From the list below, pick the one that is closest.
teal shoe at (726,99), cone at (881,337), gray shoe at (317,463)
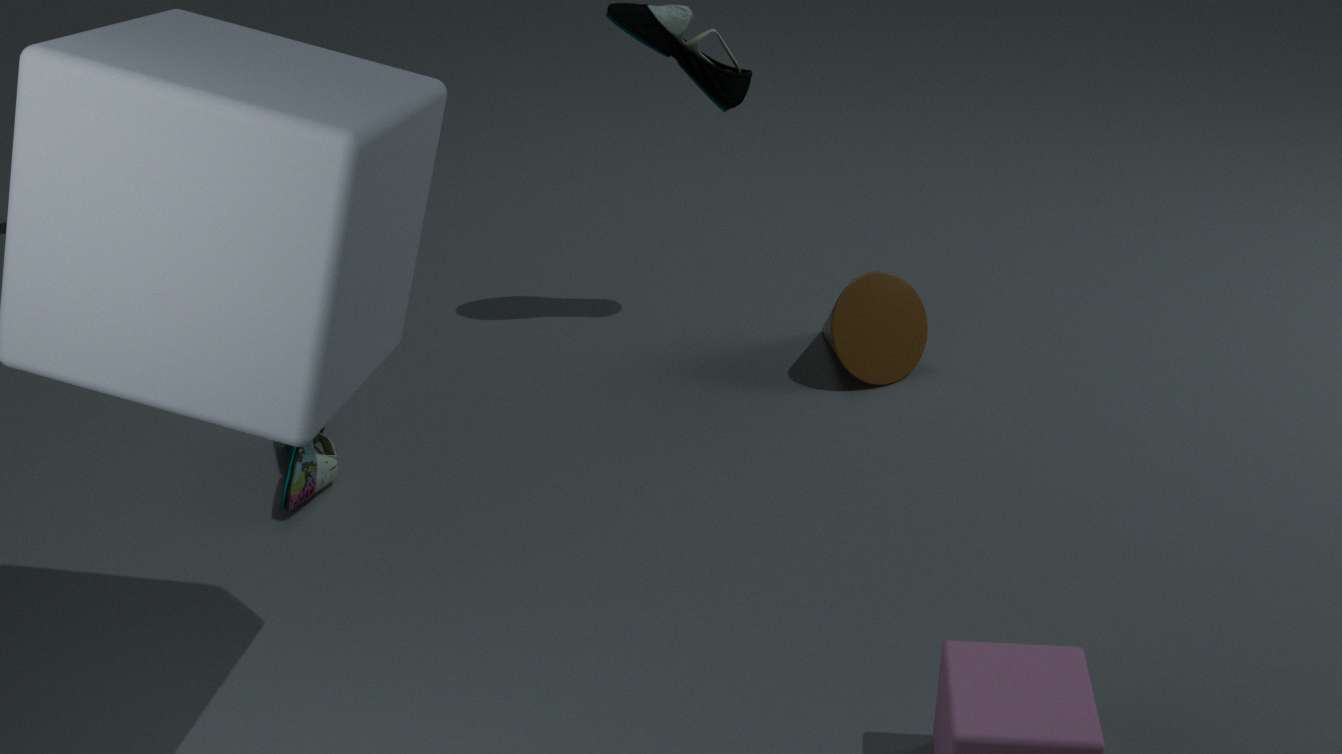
gray shoe at (317,463)
